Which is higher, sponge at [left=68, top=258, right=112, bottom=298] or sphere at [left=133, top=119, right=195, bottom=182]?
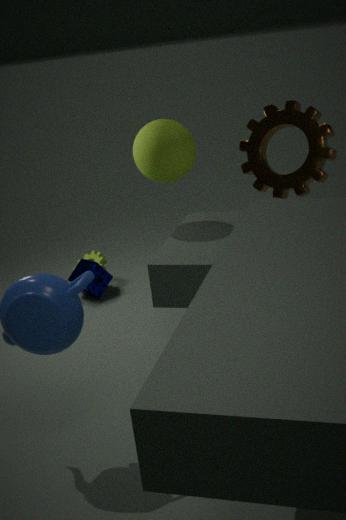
sphere at [left=133, top=119, right=195, bottom=182]
